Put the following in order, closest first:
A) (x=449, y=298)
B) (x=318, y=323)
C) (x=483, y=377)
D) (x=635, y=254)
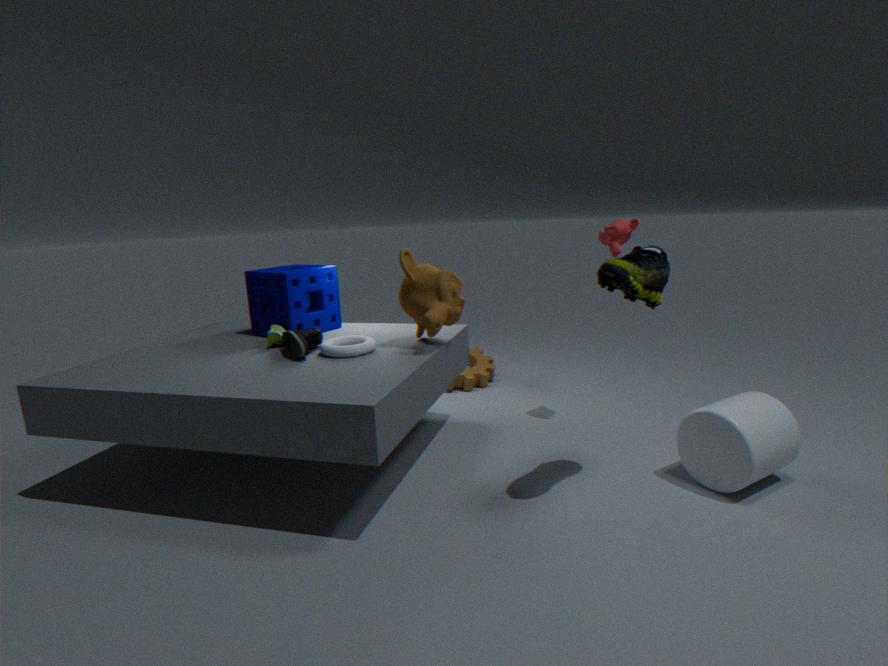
(x=635, y=254), (x=449, y=298), (x=318, y=323), (x=483, y=377)
